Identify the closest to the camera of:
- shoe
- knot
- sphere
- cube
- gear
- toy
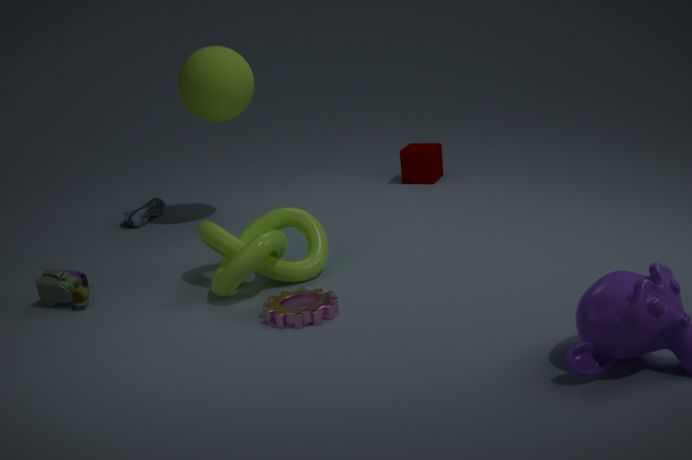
gear
